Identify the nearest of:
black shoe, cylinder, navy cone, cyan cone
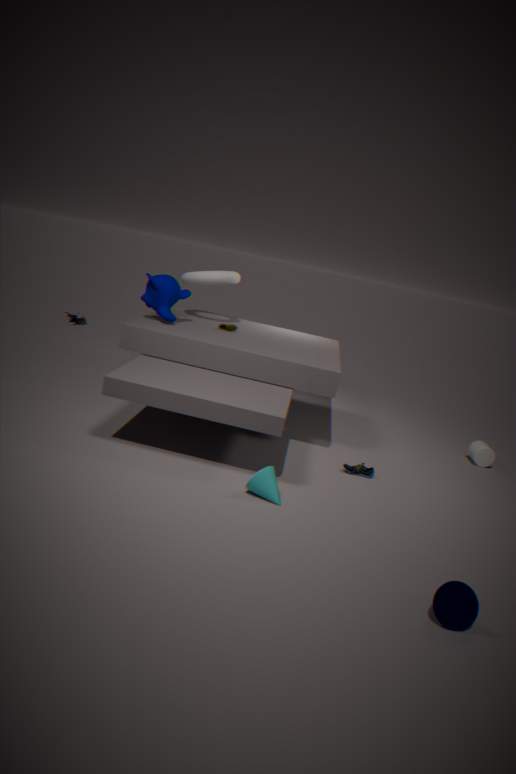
navy cone
